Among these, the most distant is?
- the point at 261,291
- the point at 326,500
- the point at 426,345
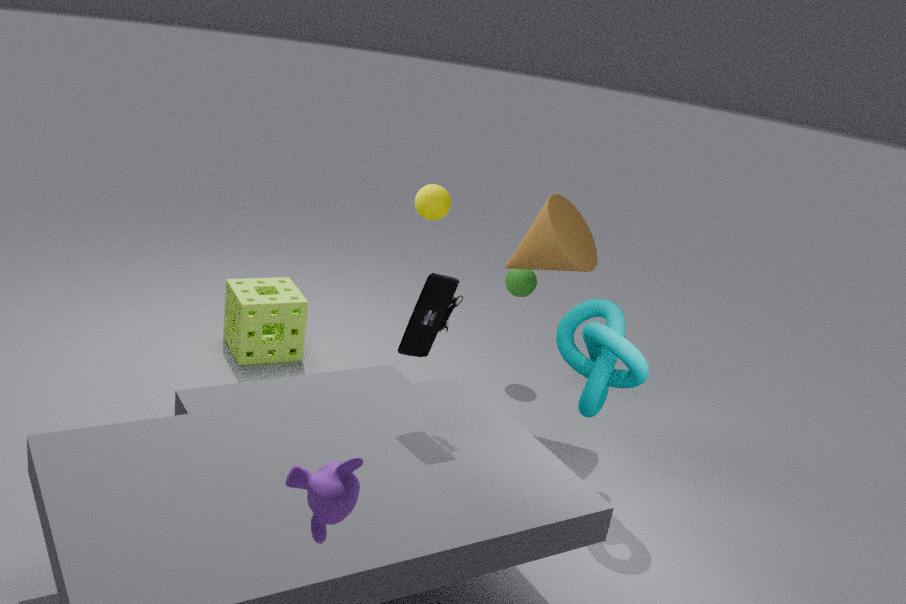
the point at 261,291
